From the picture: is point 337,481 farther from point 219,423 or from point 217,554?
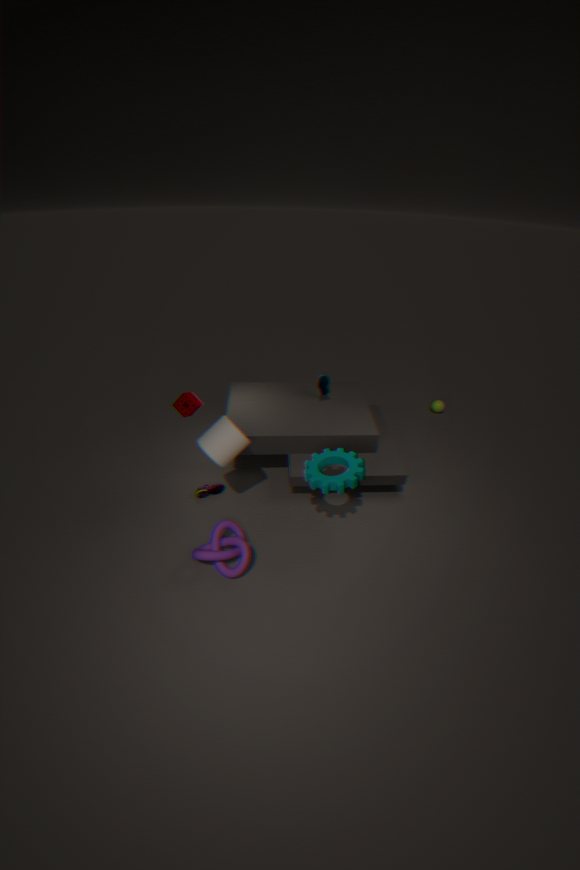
point 217,554
